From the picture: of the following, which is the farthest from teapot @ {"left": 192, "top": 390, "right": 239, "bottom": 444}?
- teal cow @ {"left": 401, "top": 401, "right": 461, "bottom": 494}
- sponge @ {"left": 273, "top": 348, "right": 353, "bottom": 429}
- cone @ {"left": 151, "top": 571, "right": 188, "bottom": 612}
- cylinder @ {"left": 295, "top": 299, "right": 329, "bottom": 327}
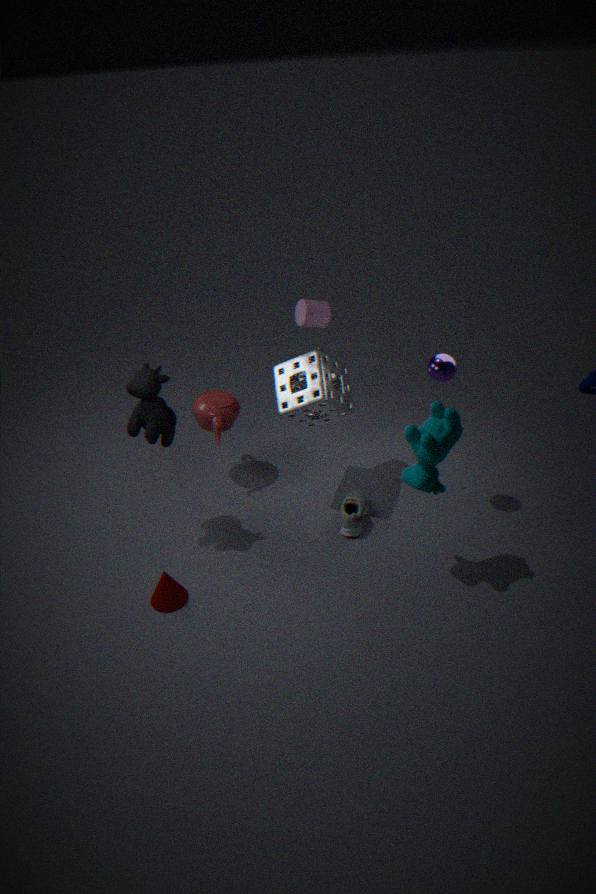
teal cow @ {"left": 401, "top": 401, "right": 461, "bottom": 494}
